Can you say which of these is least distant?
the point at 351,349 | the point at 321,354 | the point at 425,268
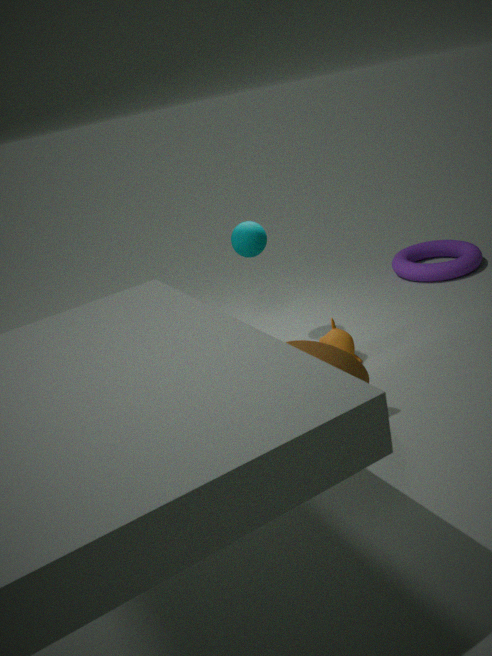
the point at 321,354
